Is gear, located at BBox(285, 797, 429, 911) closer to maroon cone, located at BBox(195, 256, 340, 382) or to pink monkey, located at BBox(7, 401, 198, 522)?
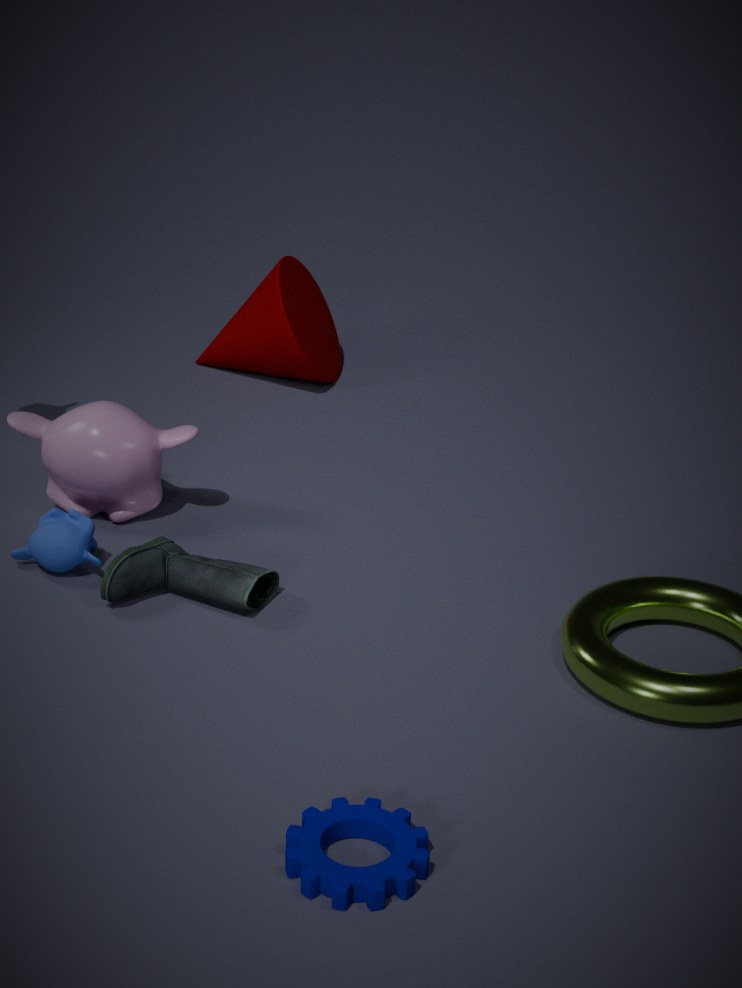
pink monkey, located at BBox(7, 401, 198, 522)
